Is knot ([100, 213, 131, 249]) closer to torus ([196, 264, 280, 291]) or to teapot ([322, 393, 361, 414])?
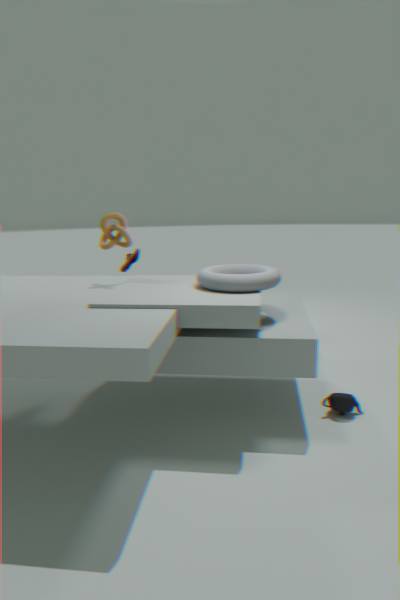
torus ([196, 264, 280, 291])
